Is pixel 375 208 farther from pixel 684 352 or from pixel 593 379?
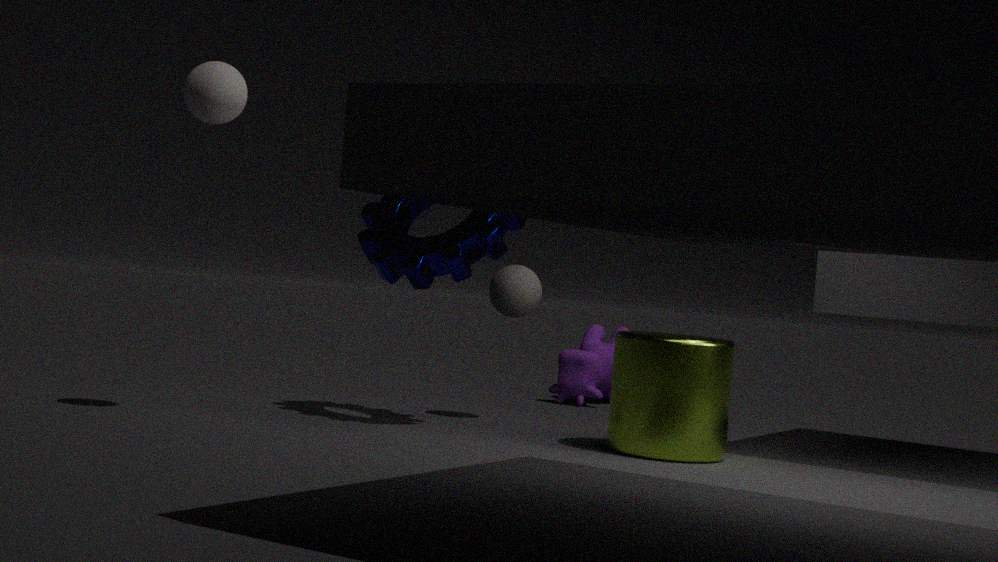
pixel 593 379
